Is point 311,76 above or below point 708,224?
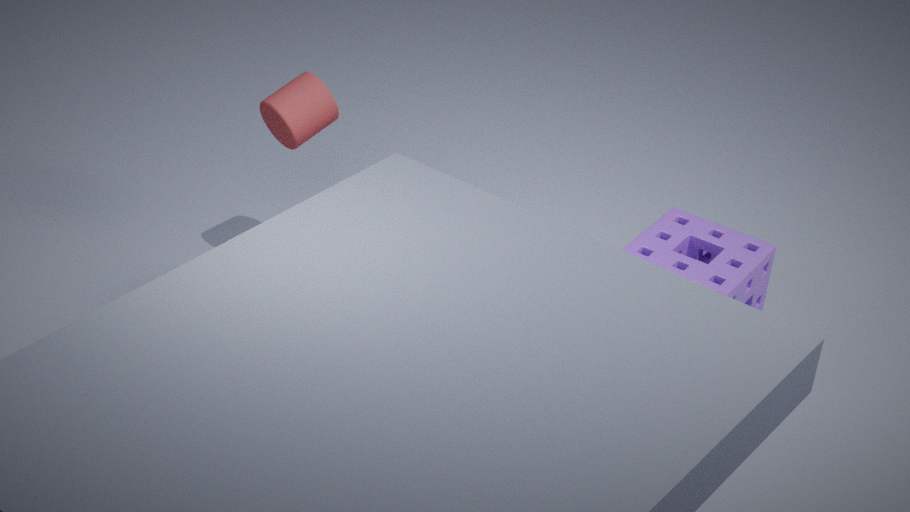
above
